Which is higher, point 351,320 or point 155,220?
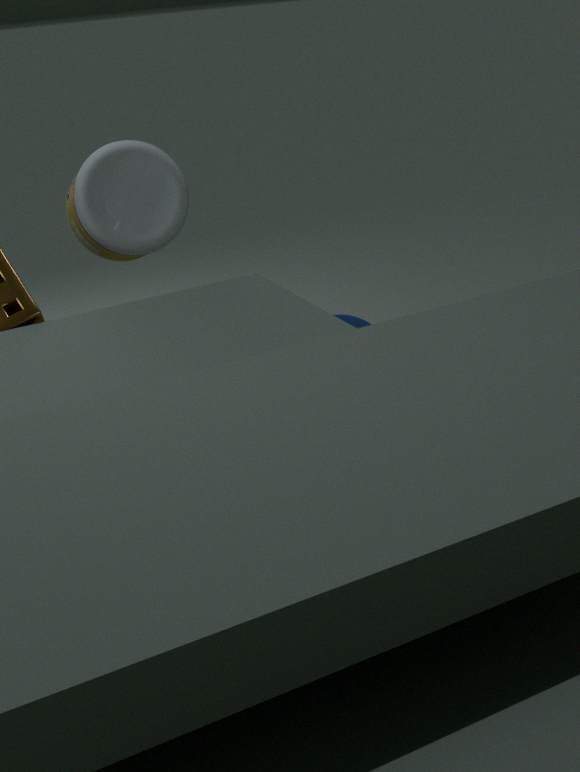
point 155,220
